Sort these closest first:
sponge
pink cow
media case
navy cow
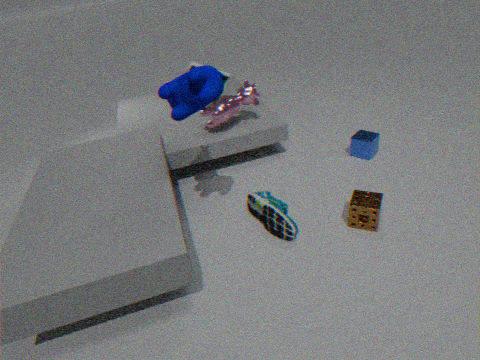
navy cow → sponge → pink cow → media case
